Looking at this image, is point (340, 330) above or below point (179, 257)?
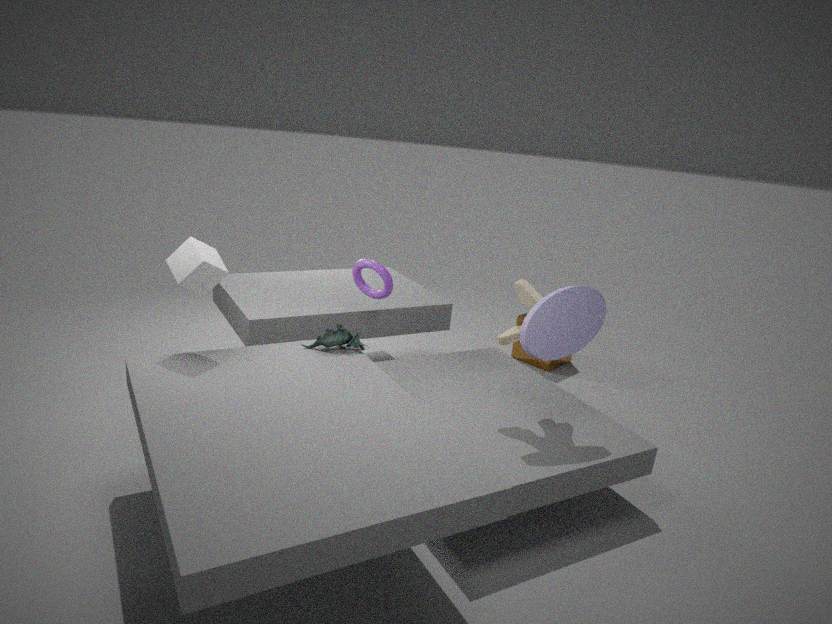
below
